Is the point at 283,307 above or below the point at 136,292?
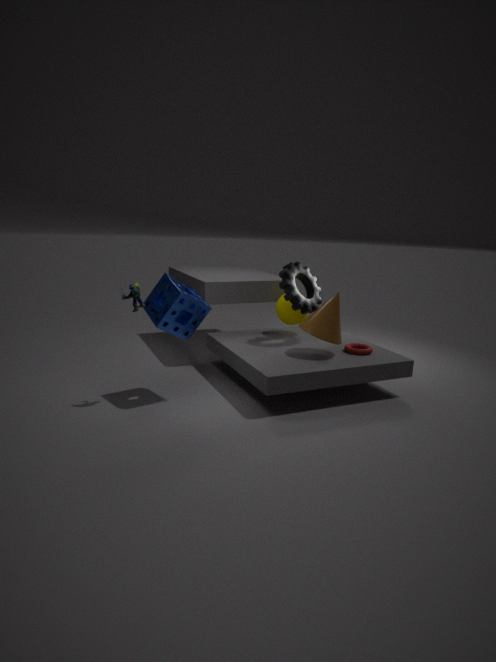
below
